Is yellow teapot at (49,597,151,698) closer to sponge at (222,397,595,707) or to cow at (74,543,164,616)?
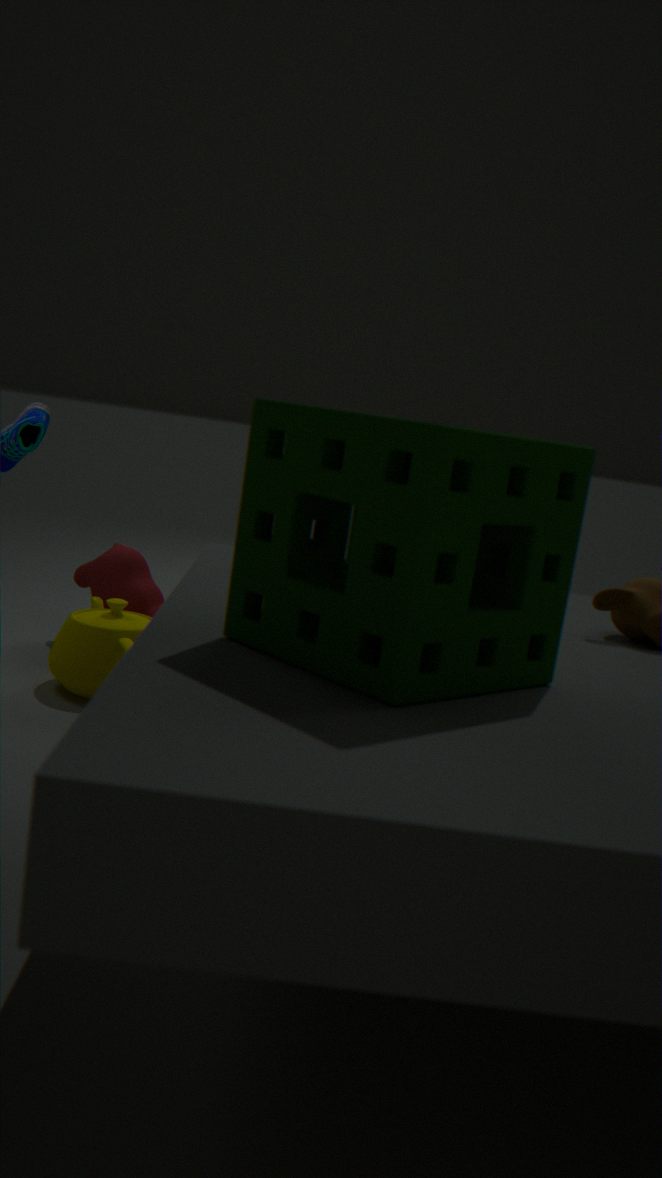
cow at (74,543,164,616)
